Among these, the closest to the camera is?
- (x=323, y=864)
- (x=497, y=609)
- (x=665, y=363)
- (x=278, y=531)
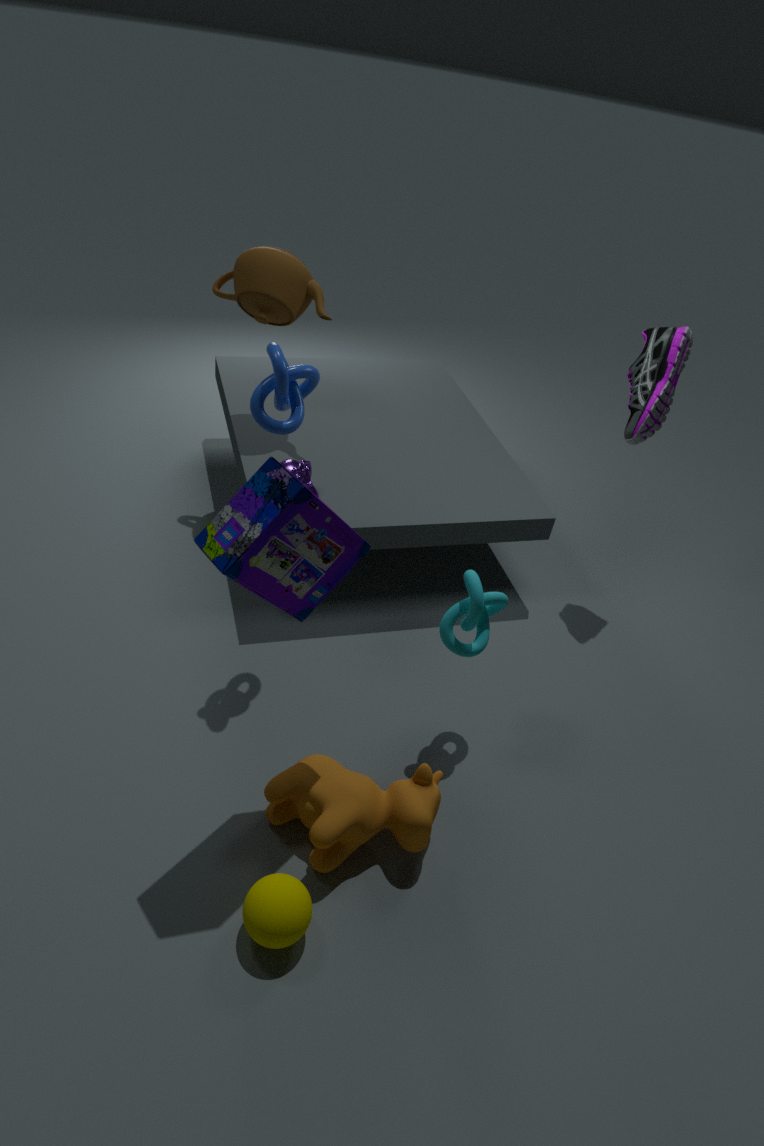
(x=278, y=531)
